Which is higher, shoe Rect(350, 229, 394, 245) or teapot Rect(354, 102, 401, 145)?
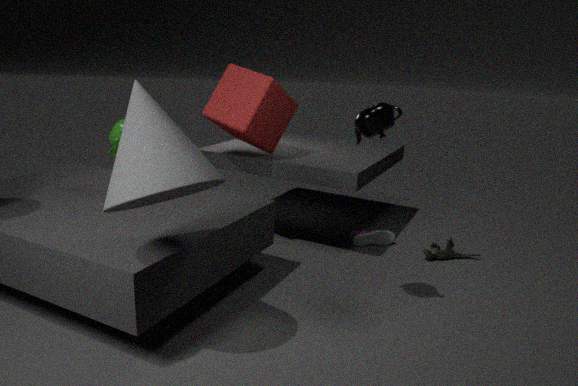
teapot Rect(354, 102, 401, 145)
